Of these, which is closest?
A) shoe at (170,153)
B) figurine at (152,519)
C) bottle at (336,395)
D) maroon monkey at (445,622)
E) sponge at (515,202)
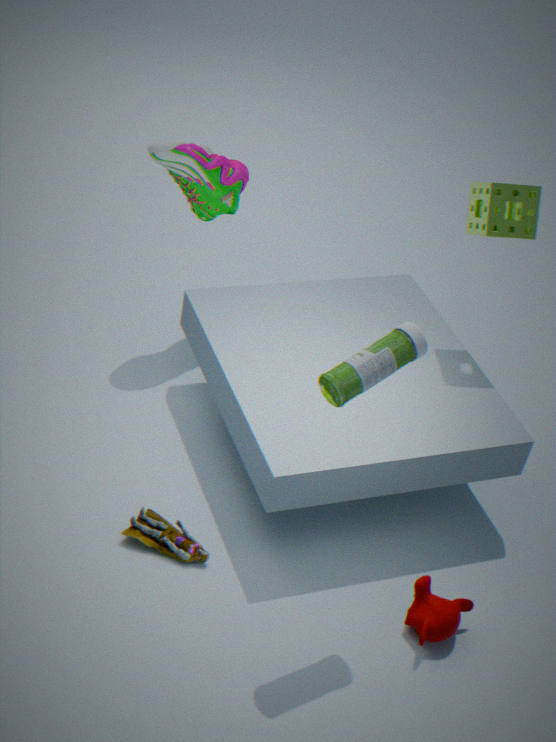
bottle at (336,395)
